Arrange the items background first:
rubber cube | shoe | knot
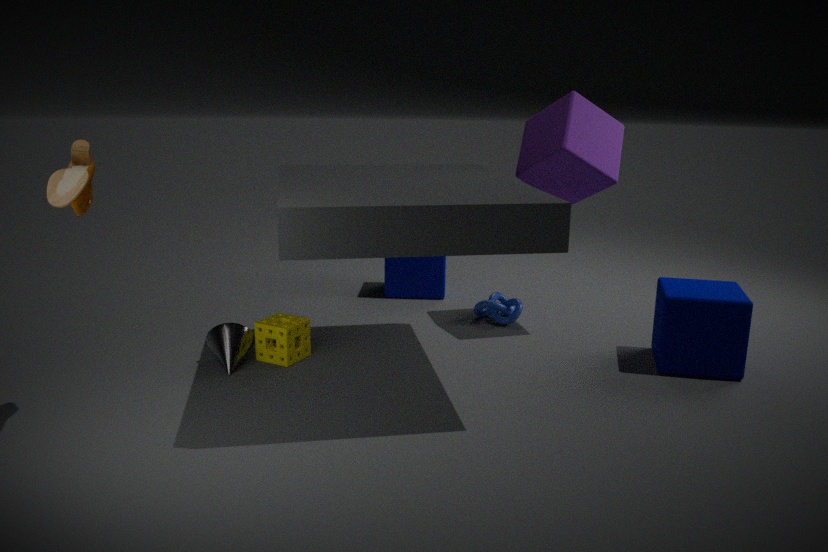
knot
rubber cube
shoe
